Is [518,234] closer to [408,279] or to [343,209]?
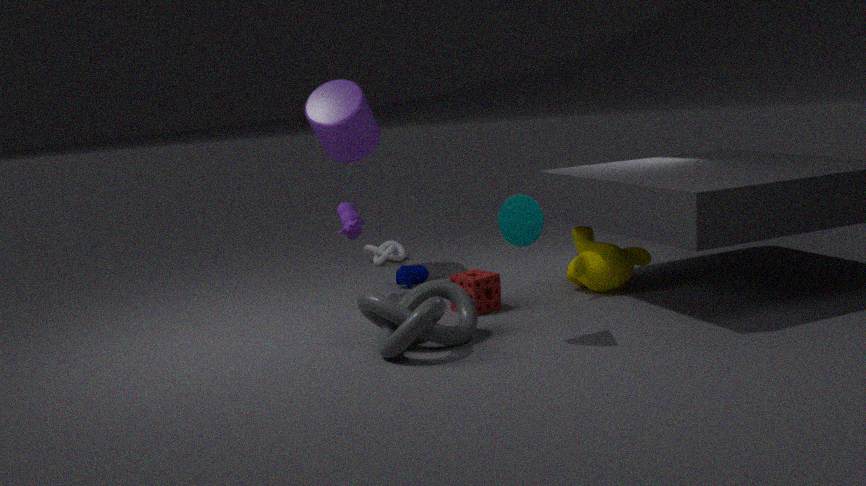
[343,209]
